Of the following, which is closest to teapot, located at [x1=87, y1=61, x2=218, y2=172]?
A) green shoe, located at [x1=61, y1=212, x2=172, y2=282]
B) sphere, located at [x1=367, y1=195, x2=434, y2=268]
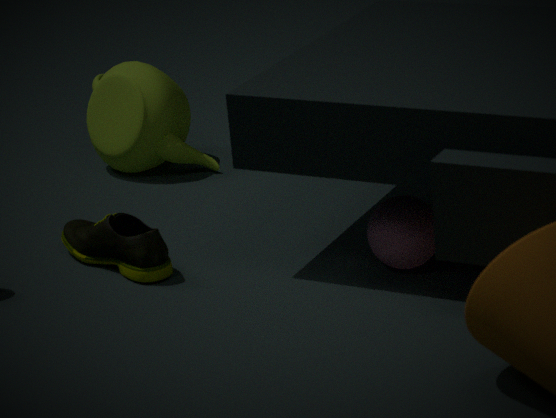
green shoe, located at [x1=61, y1=212, x2=172, y2=282]
